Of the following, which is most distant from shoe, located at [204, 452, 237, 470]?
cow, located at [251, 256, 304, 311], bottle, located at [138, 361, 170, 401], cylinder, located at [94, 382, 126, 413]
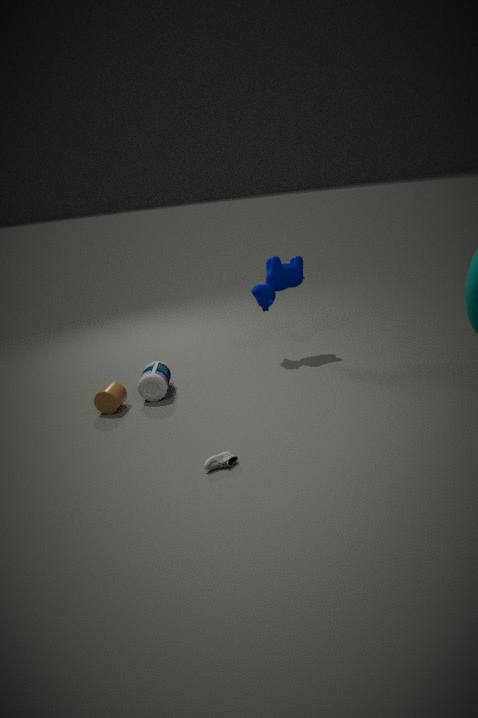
cow, located at [251, 256, 304, 311]
